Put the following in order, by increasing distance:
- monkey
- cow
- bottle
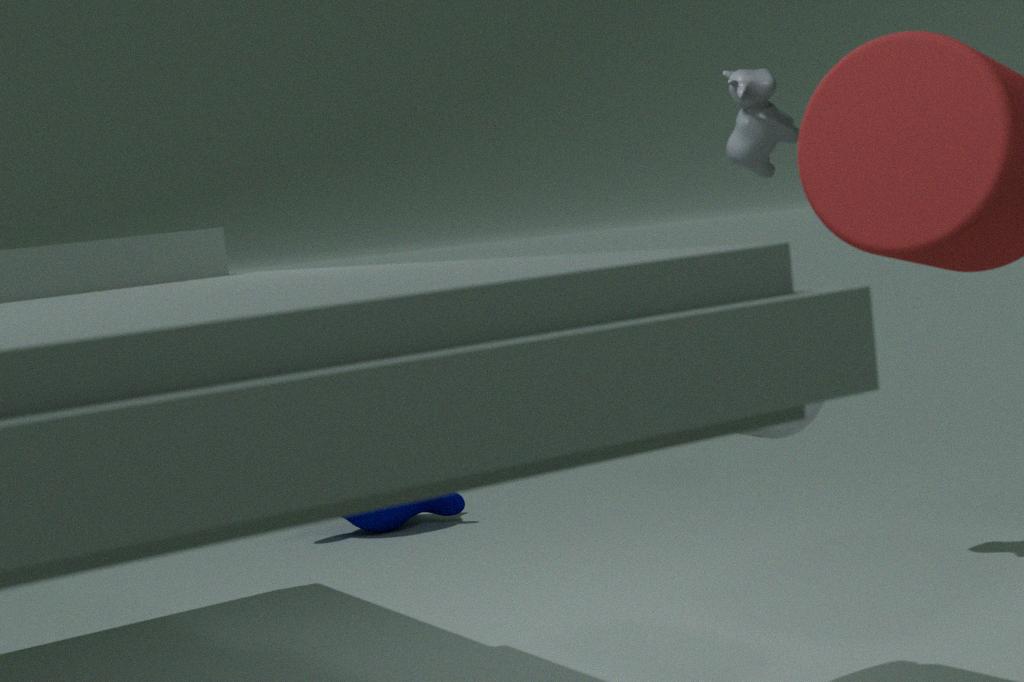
bottle → cow → monkey
